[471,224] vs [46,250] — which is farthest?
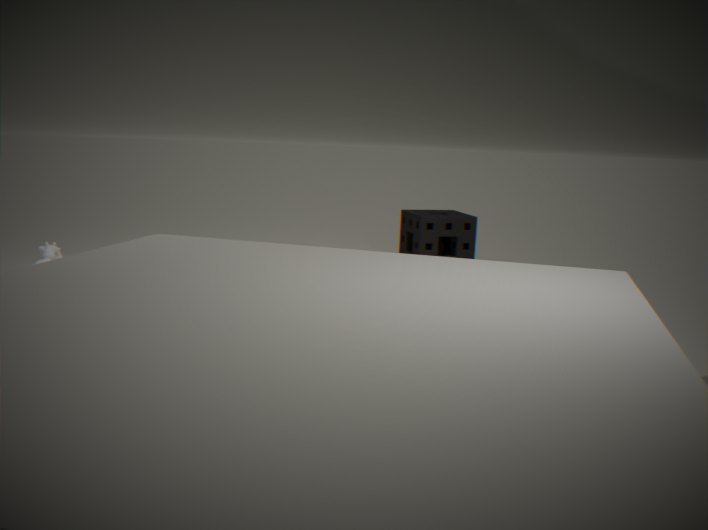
[471,224]
